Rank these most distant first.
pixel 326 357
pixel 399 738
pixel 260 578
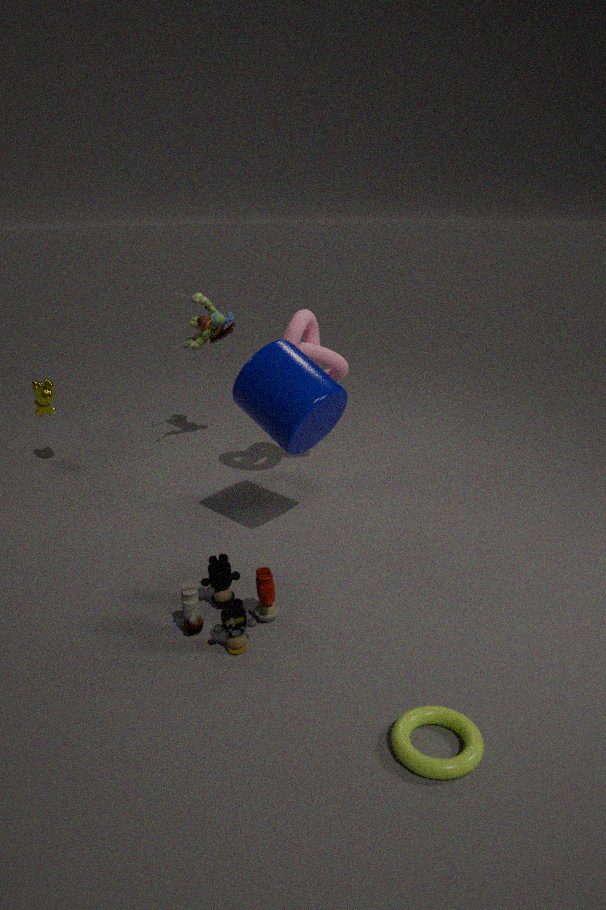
pixel 326 357 < pixel 260 578 < pixel 399 738
